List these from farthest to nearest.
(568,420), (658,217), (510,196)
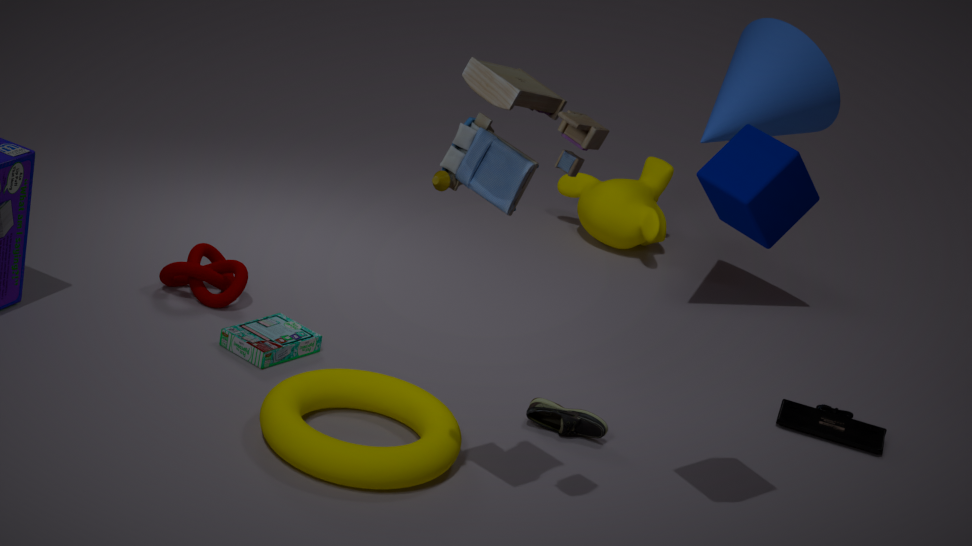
(658,217) < (568,420) < (510,196)
